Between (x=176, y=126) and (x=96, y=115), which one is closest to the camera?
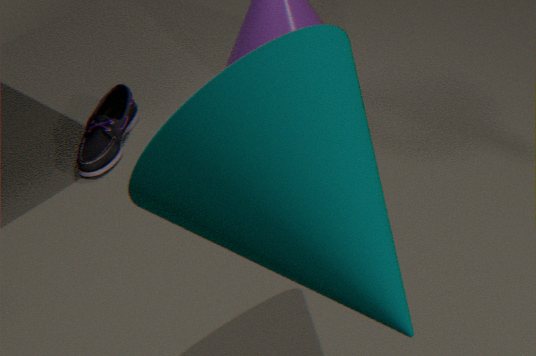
(x=176, y=126)
